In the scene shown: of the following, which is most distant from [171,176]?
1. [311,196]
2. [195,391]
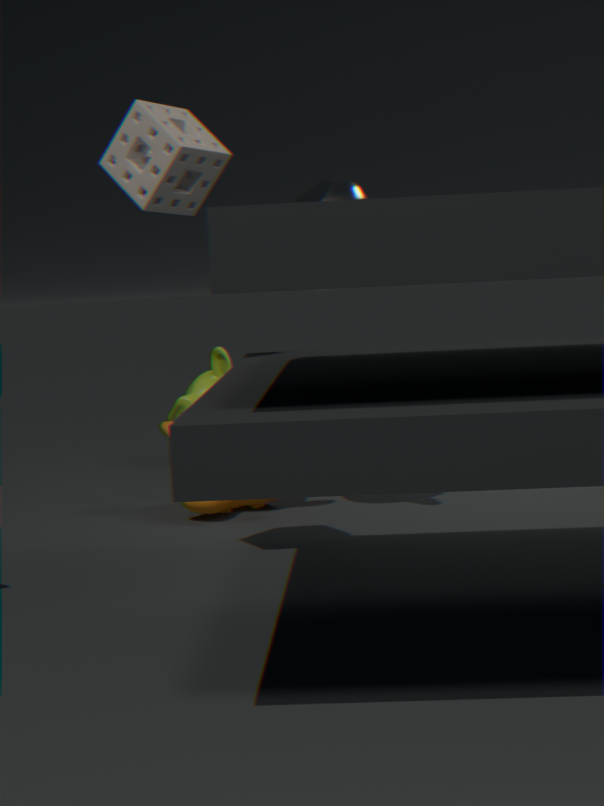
[195,391]
